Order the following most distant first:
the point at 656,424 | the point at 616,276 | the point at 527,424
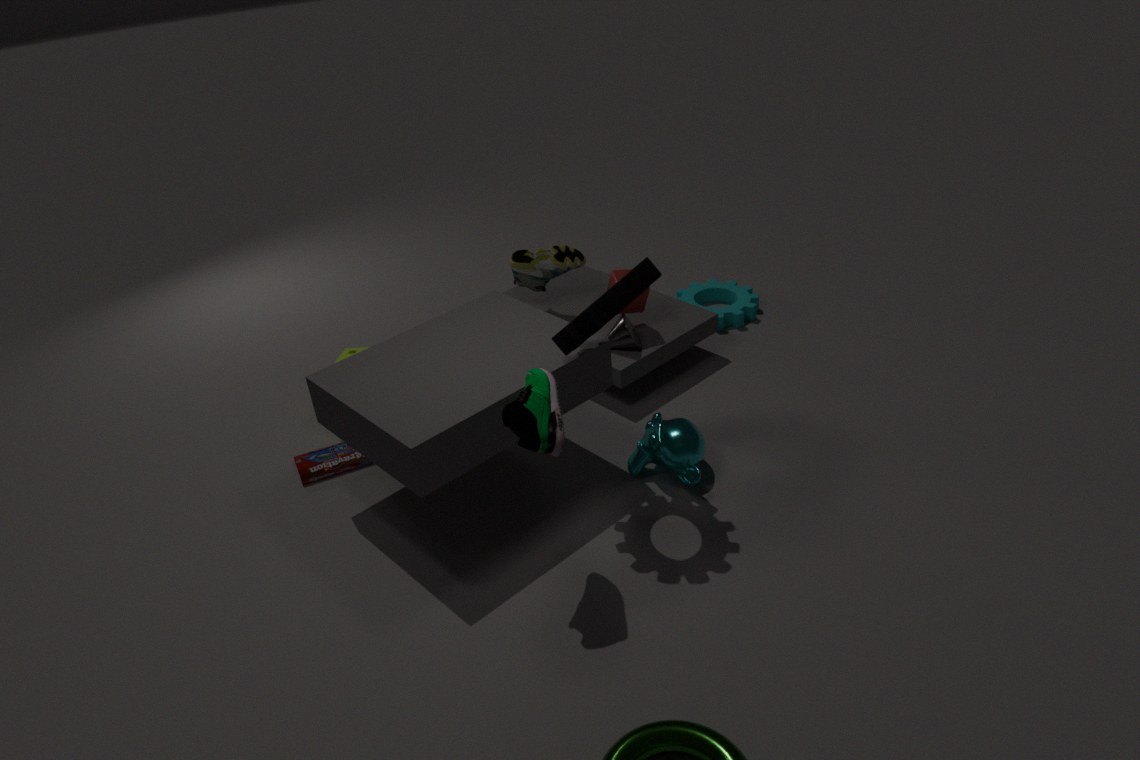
the point at 616,276, the point at 656,424, the point at 527,424
